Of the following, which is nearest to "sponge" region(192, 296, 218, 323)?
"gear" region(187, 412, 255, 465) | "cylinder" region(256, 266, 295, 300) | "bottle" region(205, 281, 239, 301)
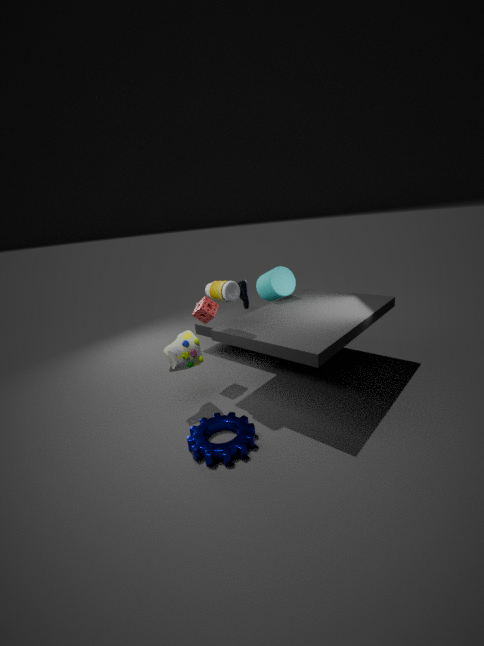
"bottle" region(205, 281, 239, 301)
